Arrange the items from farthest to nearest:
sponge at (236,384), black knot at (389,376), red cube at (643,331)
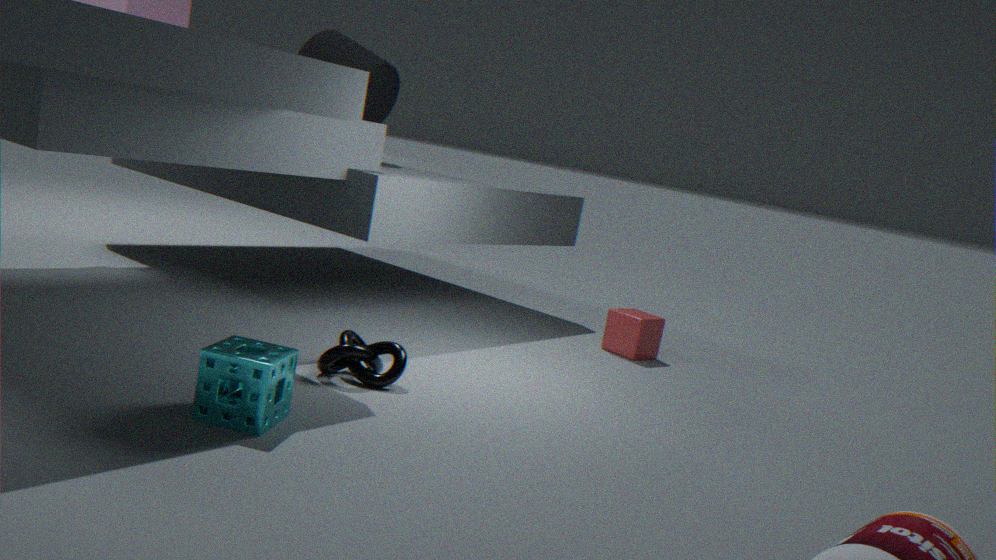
red cube at (643,331) < black knot at (389,376) < sponge at (236,384)
